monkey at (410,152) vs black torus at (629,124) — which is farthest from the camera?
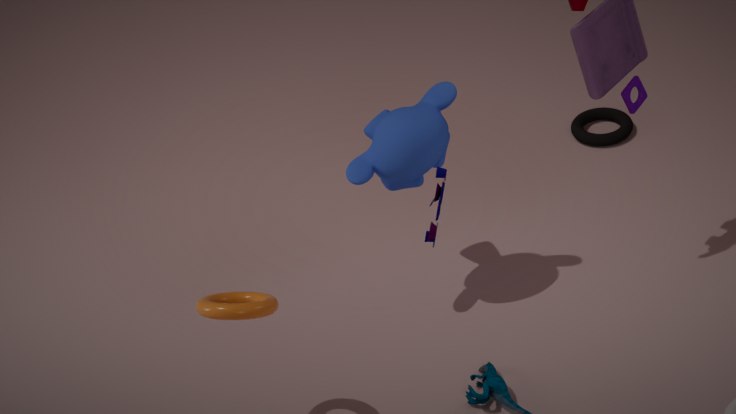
black torus at (629,124)
